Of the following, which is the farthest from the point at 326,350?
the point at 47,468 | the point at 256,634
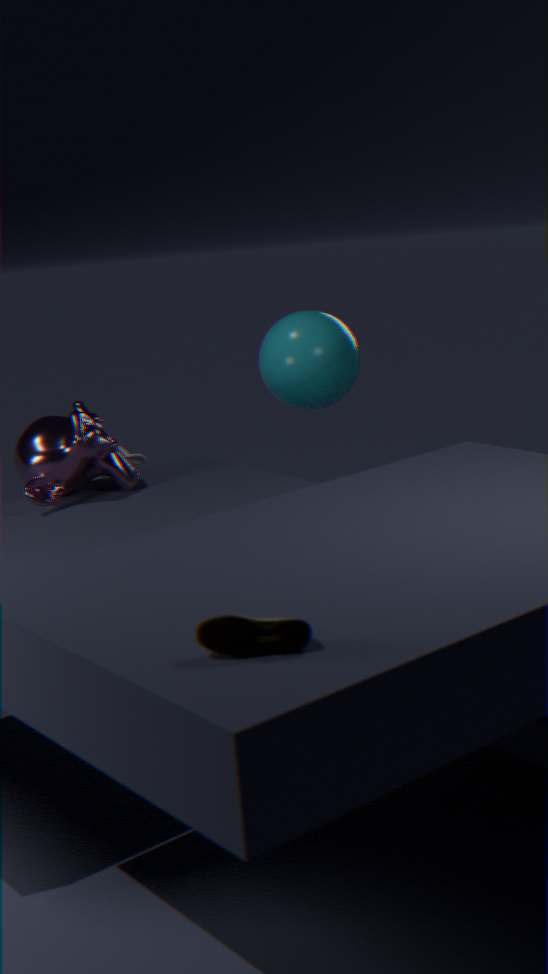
the point at 256,634
